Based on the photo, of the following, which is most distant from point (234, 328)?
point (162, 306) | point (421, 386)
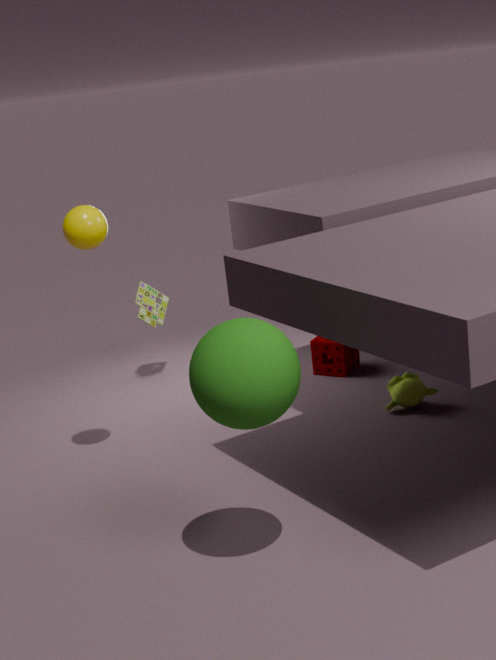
point (162, 306)
